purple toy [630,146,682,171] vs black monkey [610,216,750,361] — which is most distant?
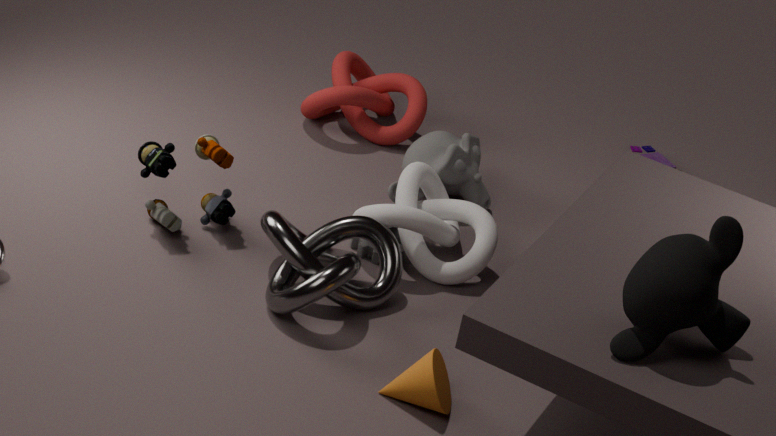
purple toy [630,146,682,171]
